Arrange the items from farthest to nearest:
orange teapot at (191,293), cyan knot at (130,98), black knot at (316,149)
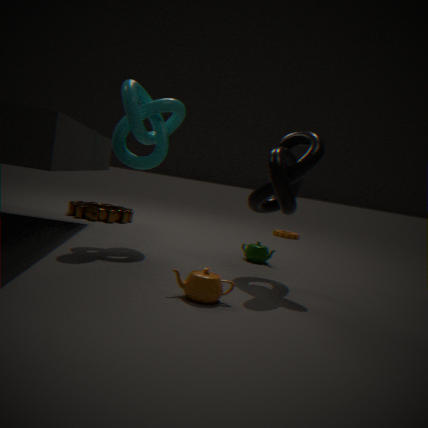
cyan knot at (130,98)
black knot at (316,149)
orange teapot at (191,293)
